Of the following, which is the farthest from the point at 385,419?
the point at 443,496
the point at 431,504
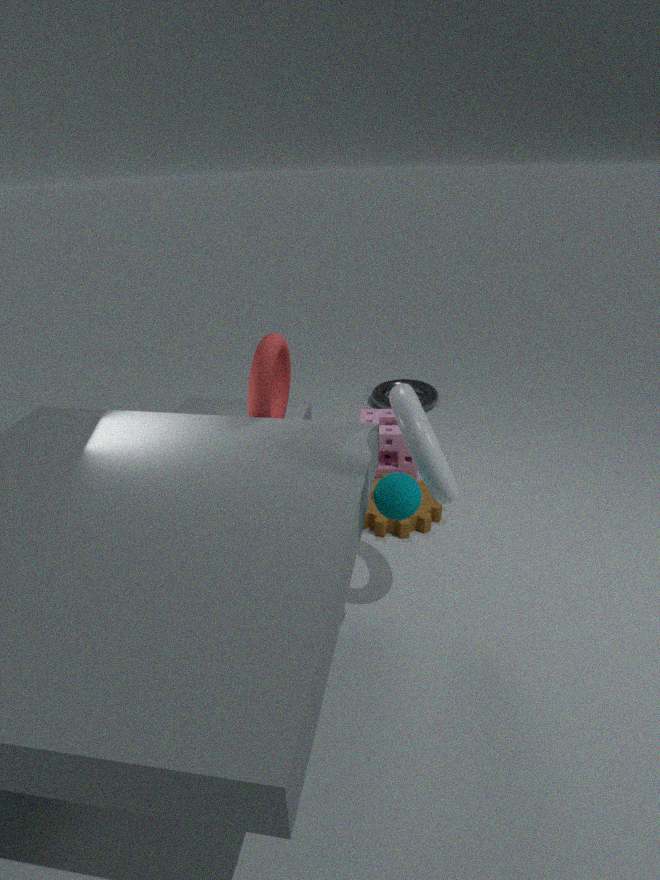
the point at 443,496
